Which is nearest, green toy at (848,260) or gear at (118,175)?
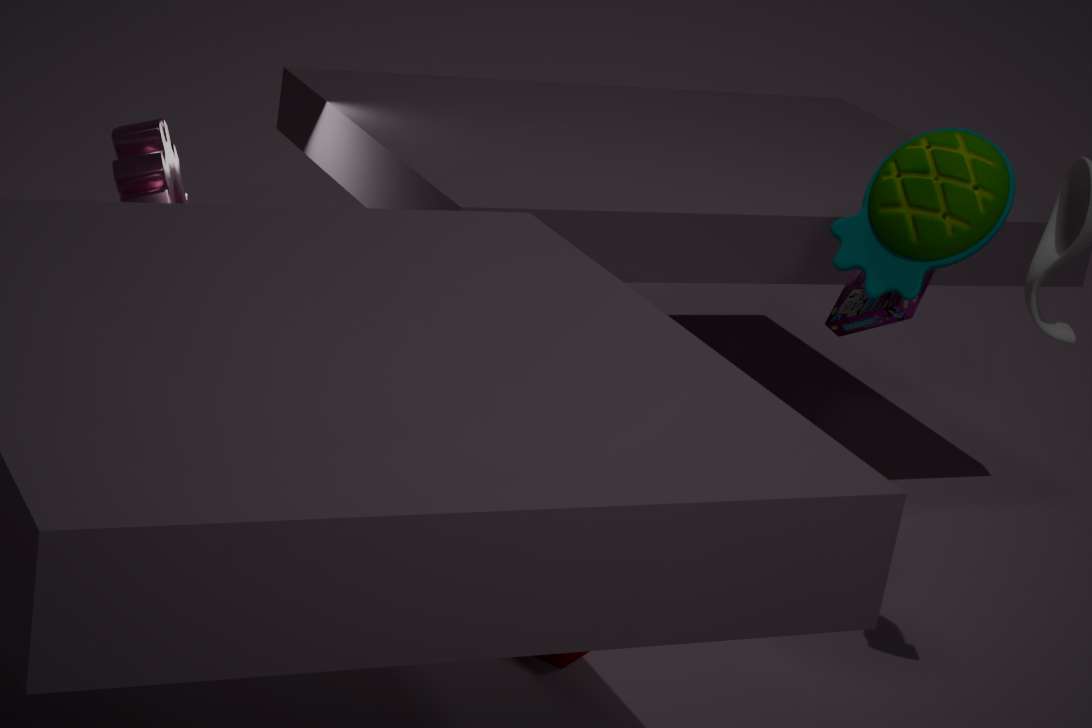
gear at (118,175)
